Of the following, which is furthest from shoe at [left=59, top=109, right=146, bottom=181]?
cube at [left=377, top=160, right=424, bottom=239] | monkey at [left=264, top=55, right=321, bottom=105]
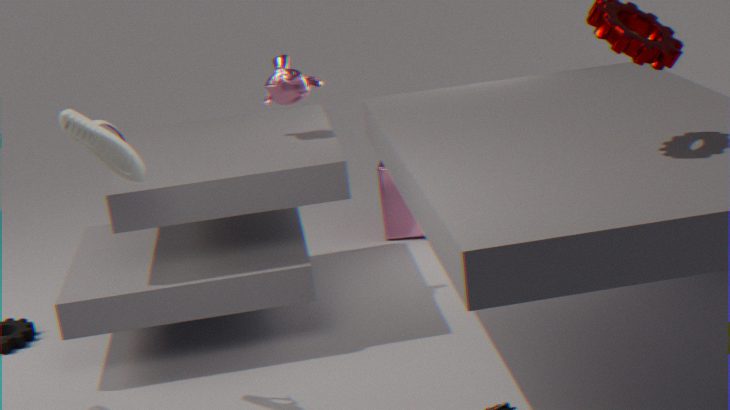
cube at [left=377, top=160, right=424, bottom=239]
